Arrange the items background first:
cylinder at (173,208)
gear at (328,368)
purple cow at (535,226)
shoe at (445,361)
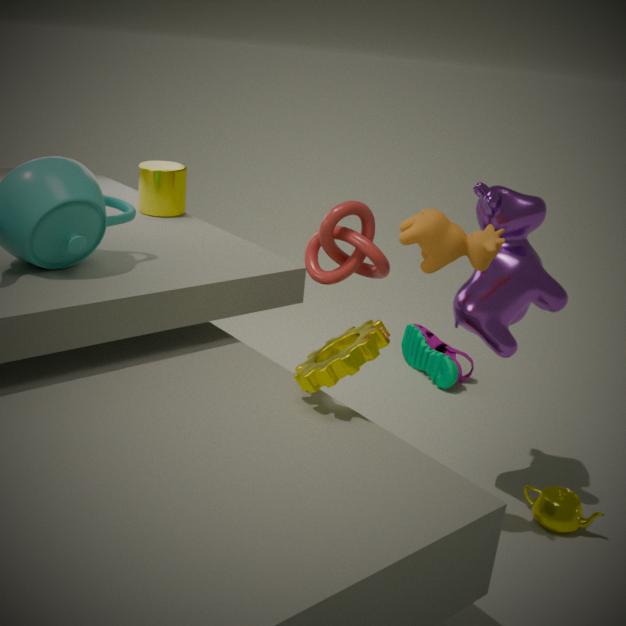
shoe at (445,361), cylinder at (173,208), purple cow at (535,226), gear at (328,368)
